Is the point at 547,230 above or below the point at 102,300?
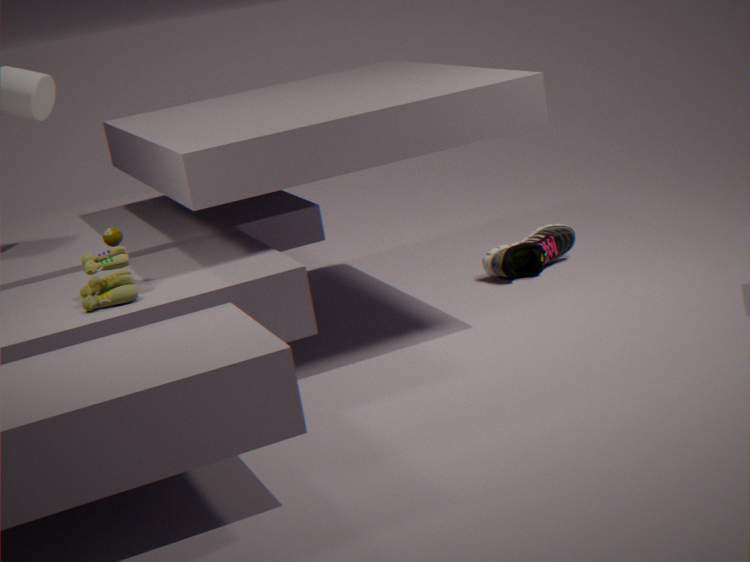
below
